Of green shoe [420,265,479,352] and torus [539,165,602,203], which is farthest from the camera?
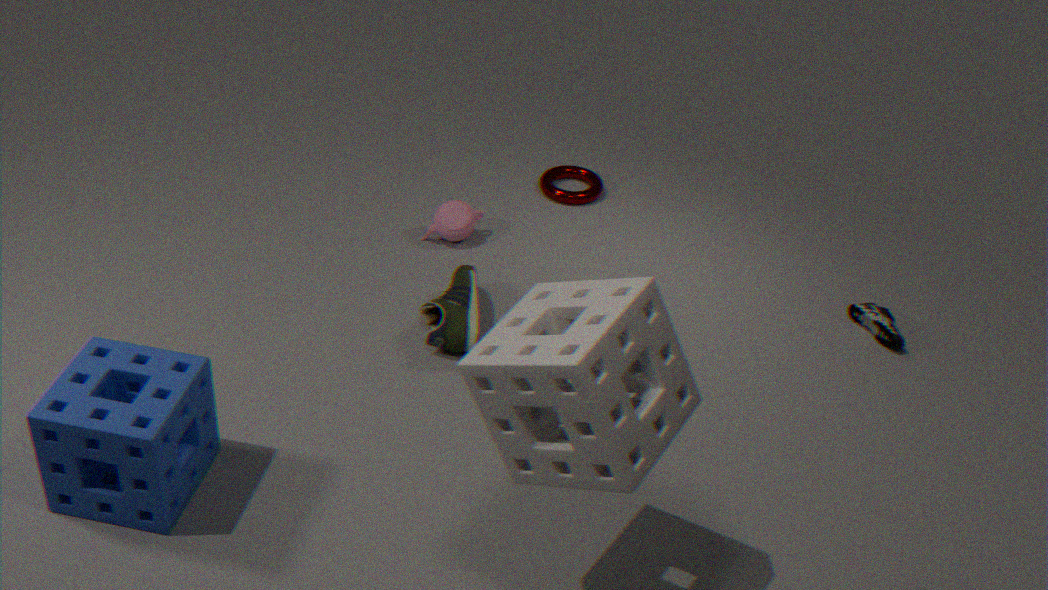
torus [539,165,602,203]
